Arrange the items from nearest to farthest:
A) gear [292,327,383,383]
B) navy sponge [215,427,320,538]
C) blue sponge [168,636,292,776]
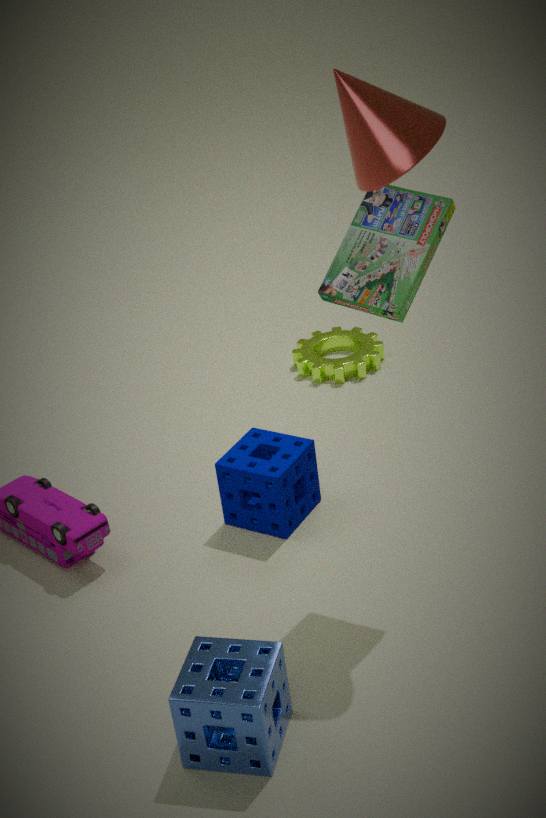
blue sponge [168,636,292,776] → navy sponge [215,427,320,538] → gear [292,327,383,383]
